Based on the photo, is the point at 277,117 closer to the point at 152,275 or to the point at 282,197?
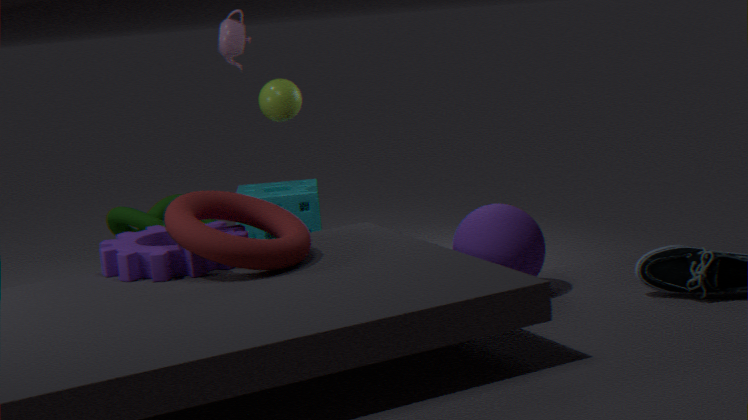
the point at 282,197
